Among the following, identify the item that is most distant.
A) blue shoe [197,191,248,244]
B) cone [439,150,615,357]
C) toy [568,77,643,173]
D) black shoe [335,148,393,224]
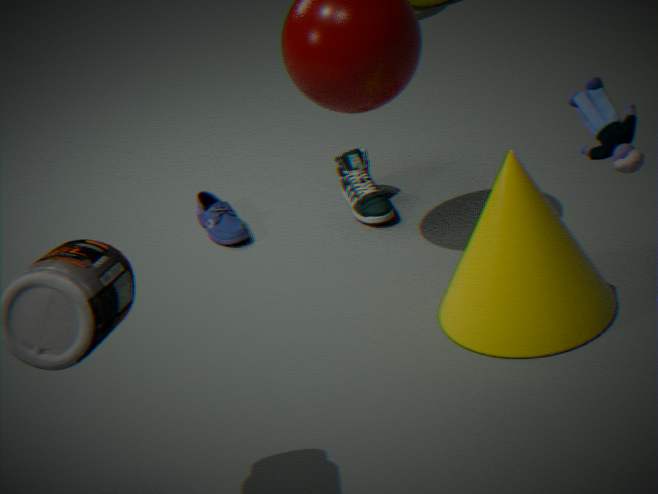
blue shoe [197,191,248,244]
